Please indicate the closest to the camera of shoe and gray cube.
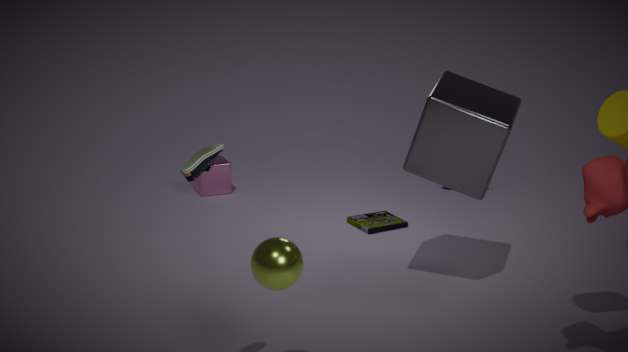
shoe
